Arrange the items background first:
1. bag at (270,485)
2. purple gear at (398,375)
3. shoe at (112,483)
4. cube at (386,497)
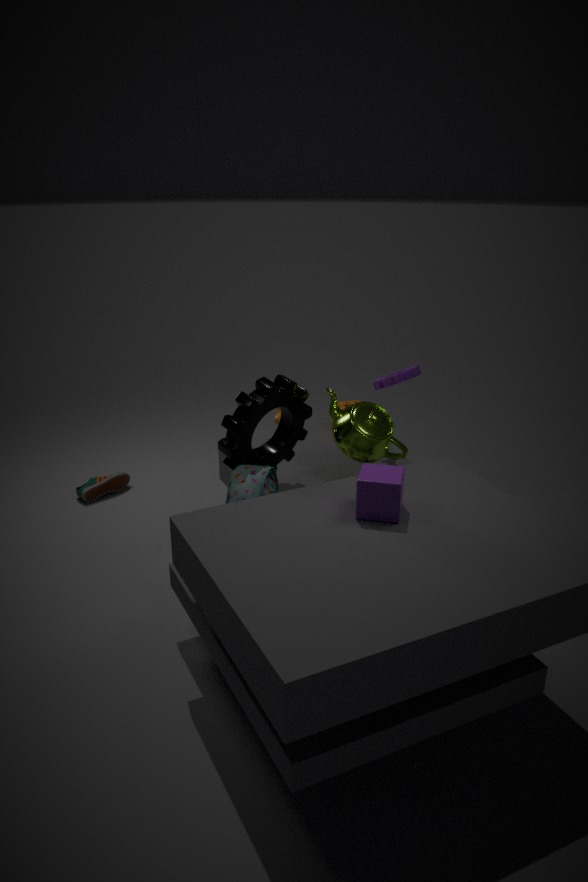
1. shoe at (112,483)
2. purple gear at (398,375)
3. bag at (270,485)
4. cube at (386,497)
